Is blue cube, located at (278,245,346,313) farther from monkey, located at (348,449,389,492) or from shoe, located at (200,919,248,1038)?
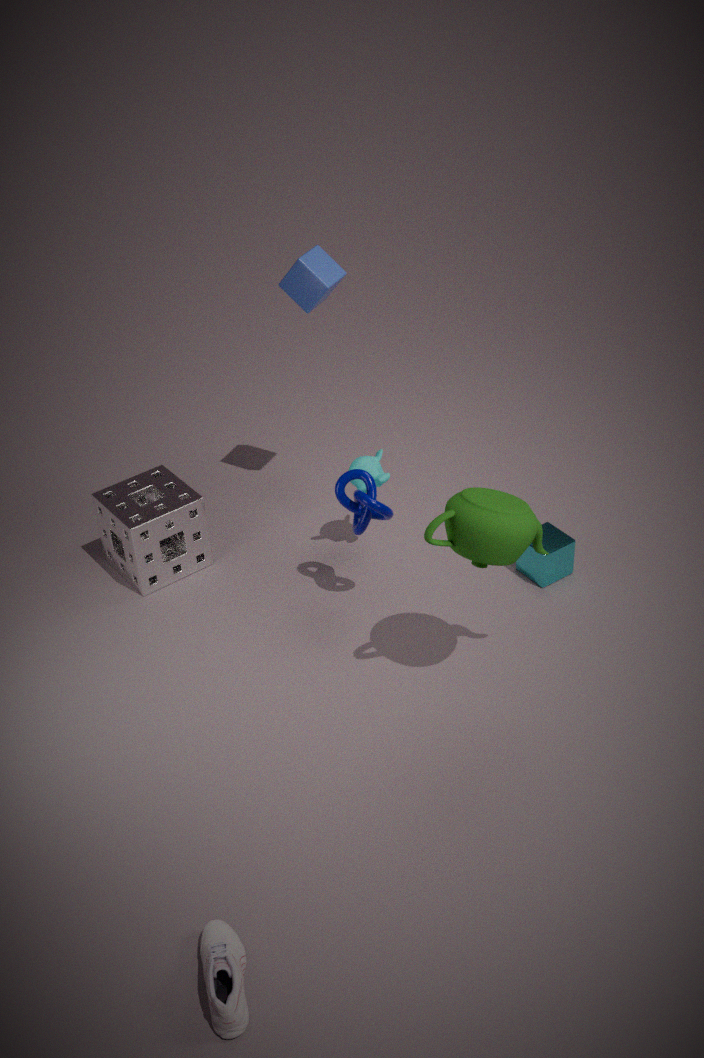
shoe, located at (200,919,248,1038)
